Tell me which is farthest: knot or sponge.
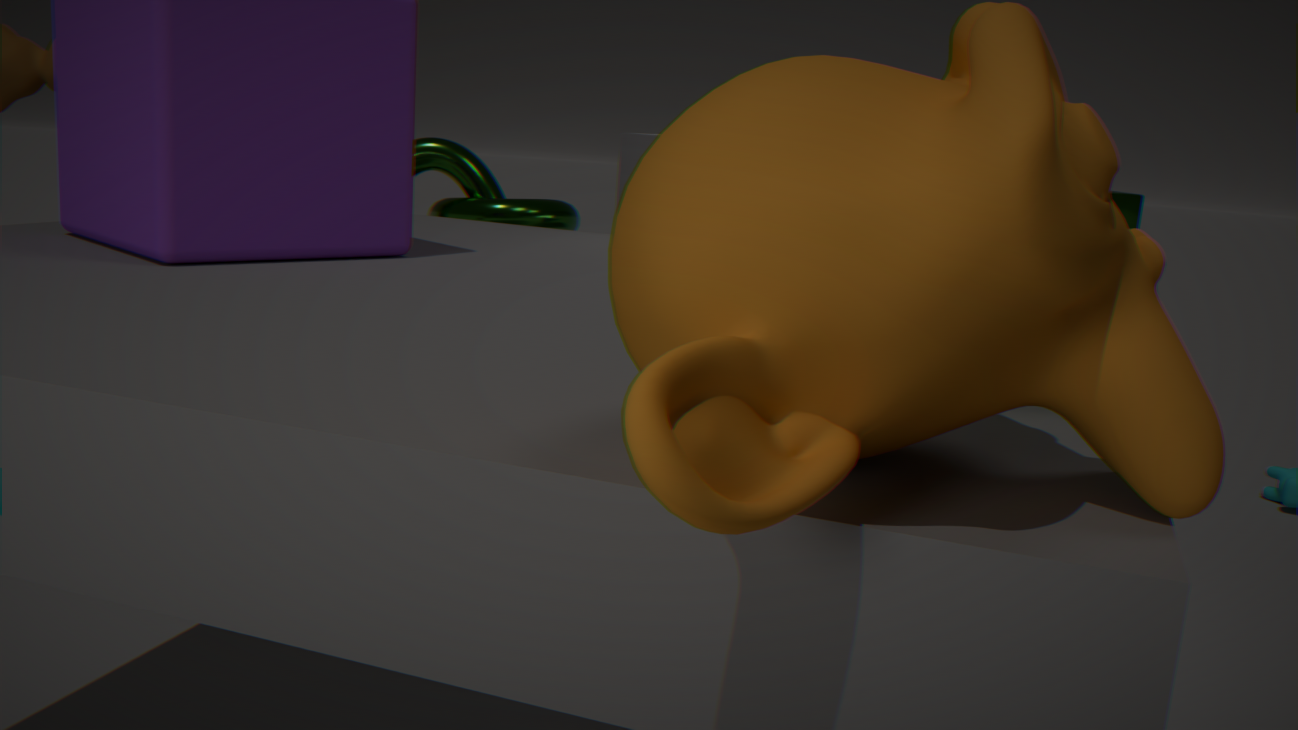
knot
